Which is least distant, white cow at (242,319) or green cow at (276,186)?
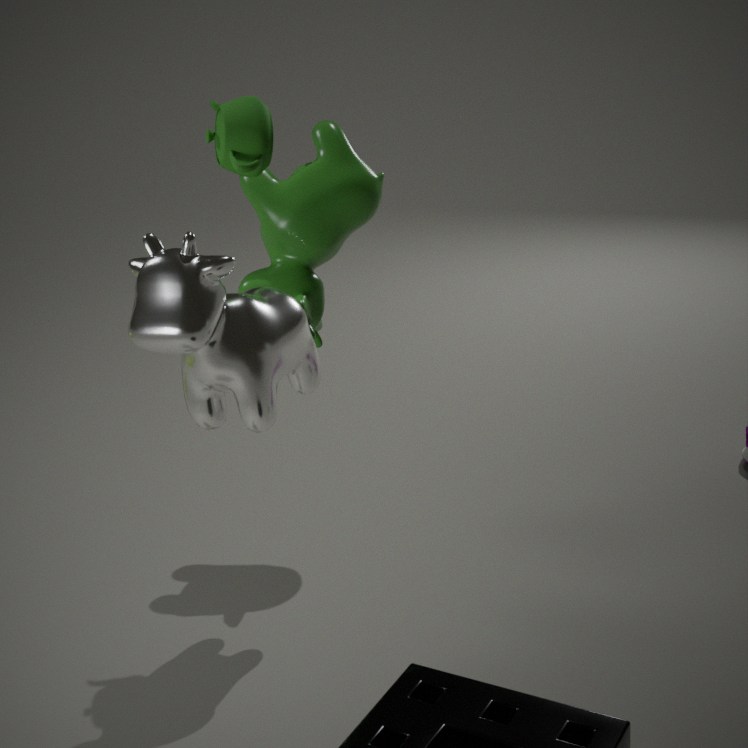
white cow at (242,319)
